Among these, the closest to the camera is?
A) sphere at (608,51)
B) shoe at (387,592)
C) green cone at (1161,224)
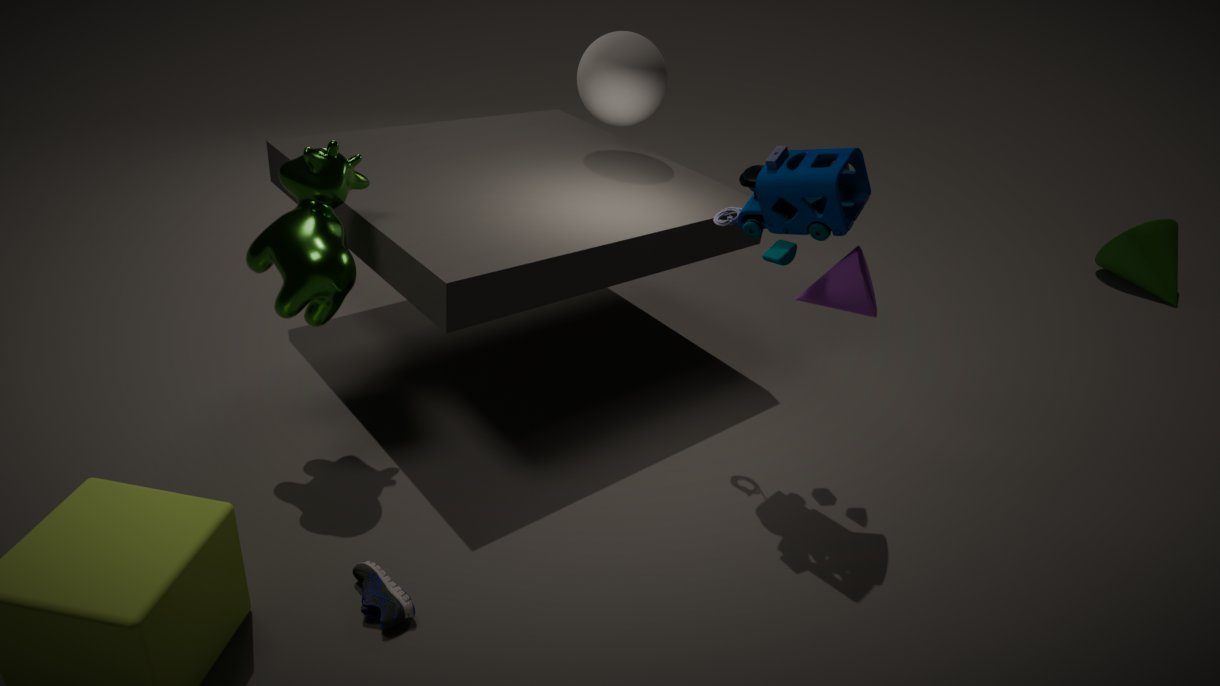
shoe at (387,592)
